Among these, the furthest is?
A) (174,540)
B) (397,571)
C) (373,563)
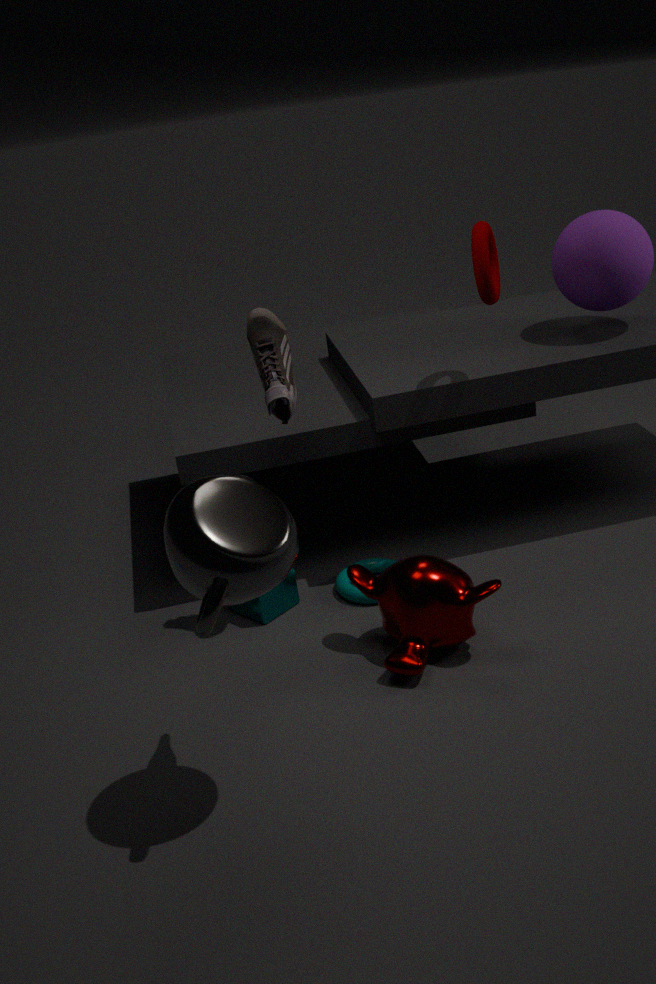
(373,563)
